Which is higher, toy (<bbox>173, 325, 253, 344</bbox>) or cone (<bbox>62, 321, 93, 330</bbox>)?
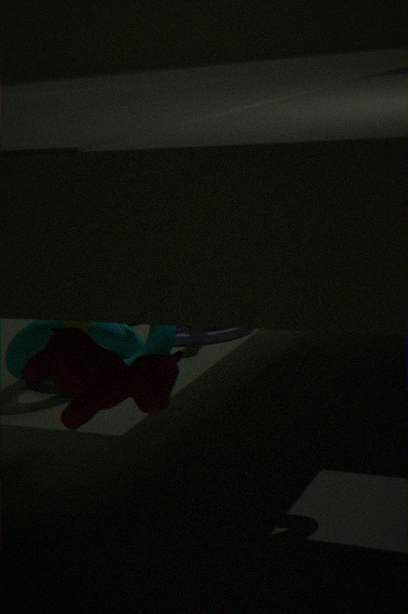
cone (<bbox>62, 321, 93, 330</bbox>)
